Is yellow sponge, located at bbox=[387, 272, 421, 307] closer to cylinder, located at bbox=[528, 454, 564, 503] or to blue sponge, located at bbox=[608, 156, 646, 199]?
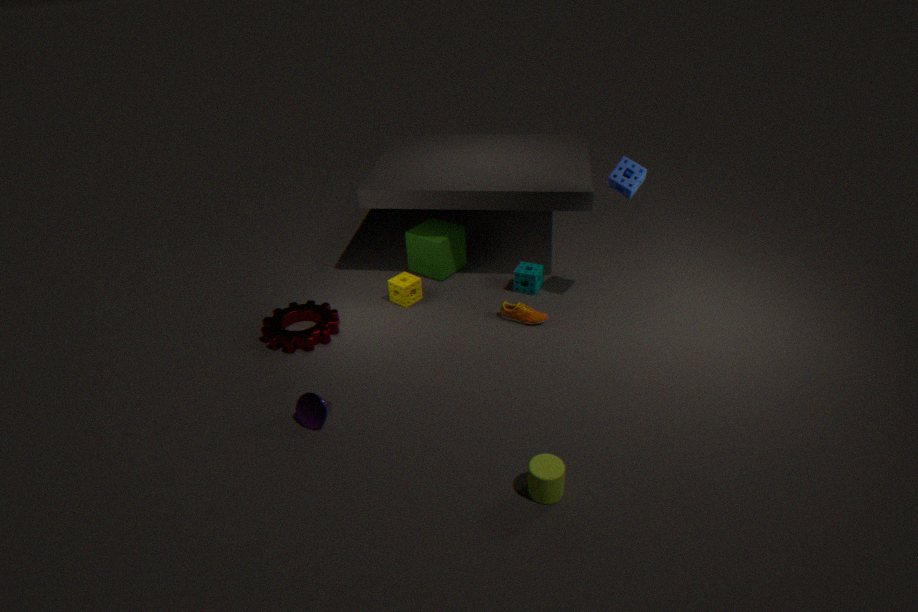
blue sponge, located at bbox=[608, 156, 646, 199]
